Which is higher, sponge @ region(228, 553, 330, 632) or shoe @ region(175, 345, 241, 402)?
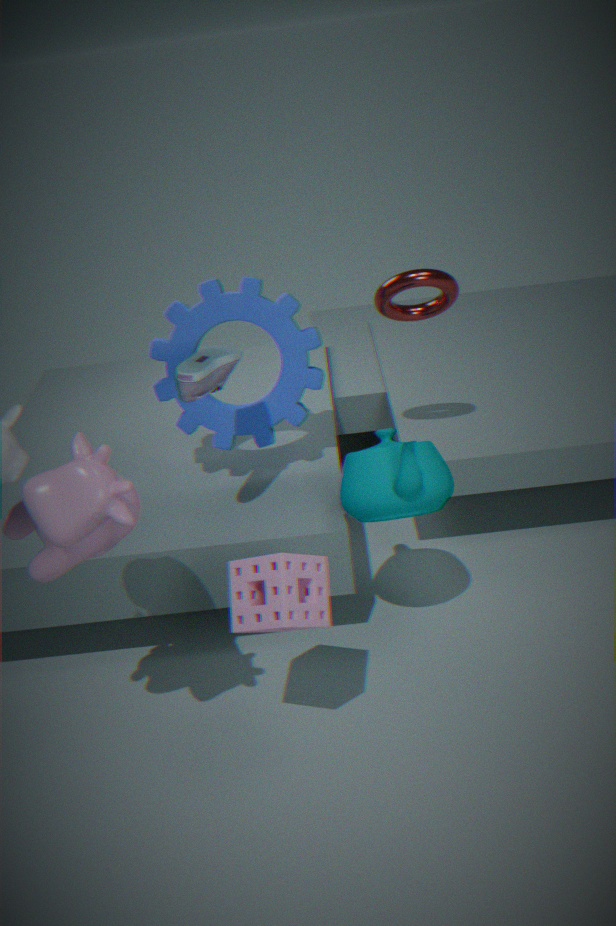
shoe @ region(175, 345, 241, 402)
